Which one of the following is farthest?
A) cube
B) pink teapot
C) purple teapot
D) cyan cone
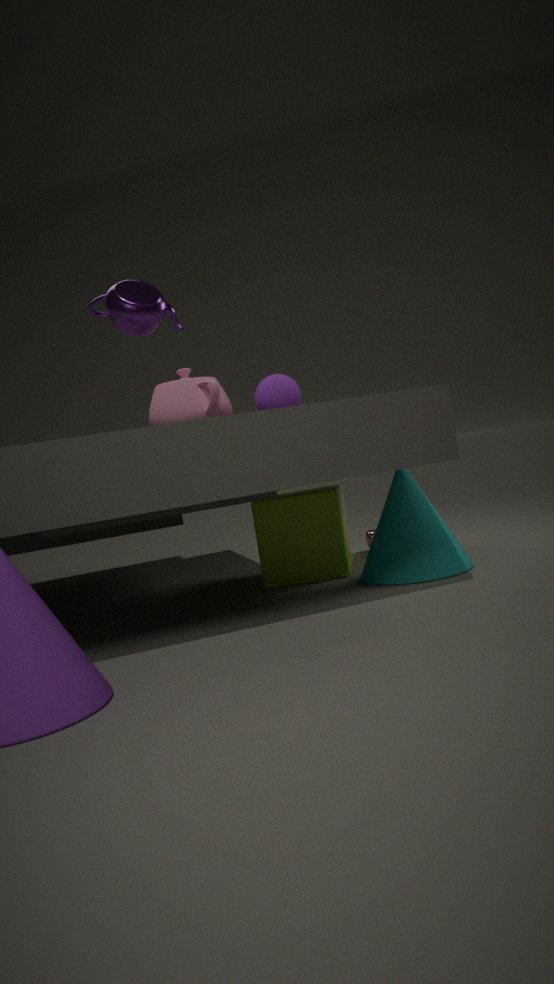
cube
